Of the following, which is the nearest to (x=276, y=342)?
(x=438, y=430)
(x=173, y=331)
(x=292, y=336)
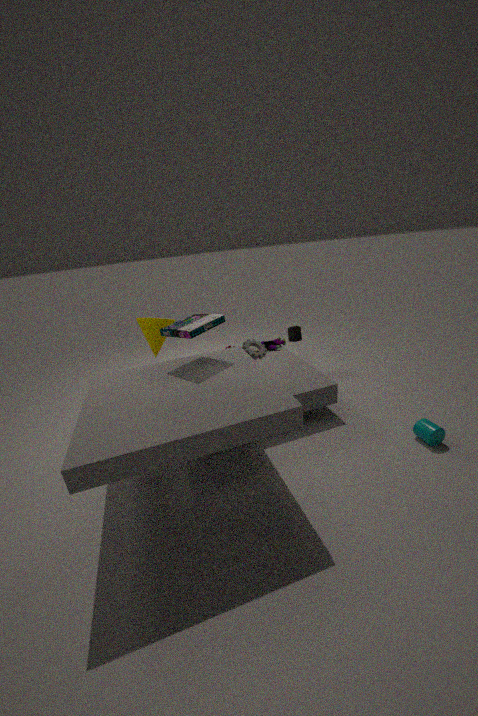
(x=292, y=336)
